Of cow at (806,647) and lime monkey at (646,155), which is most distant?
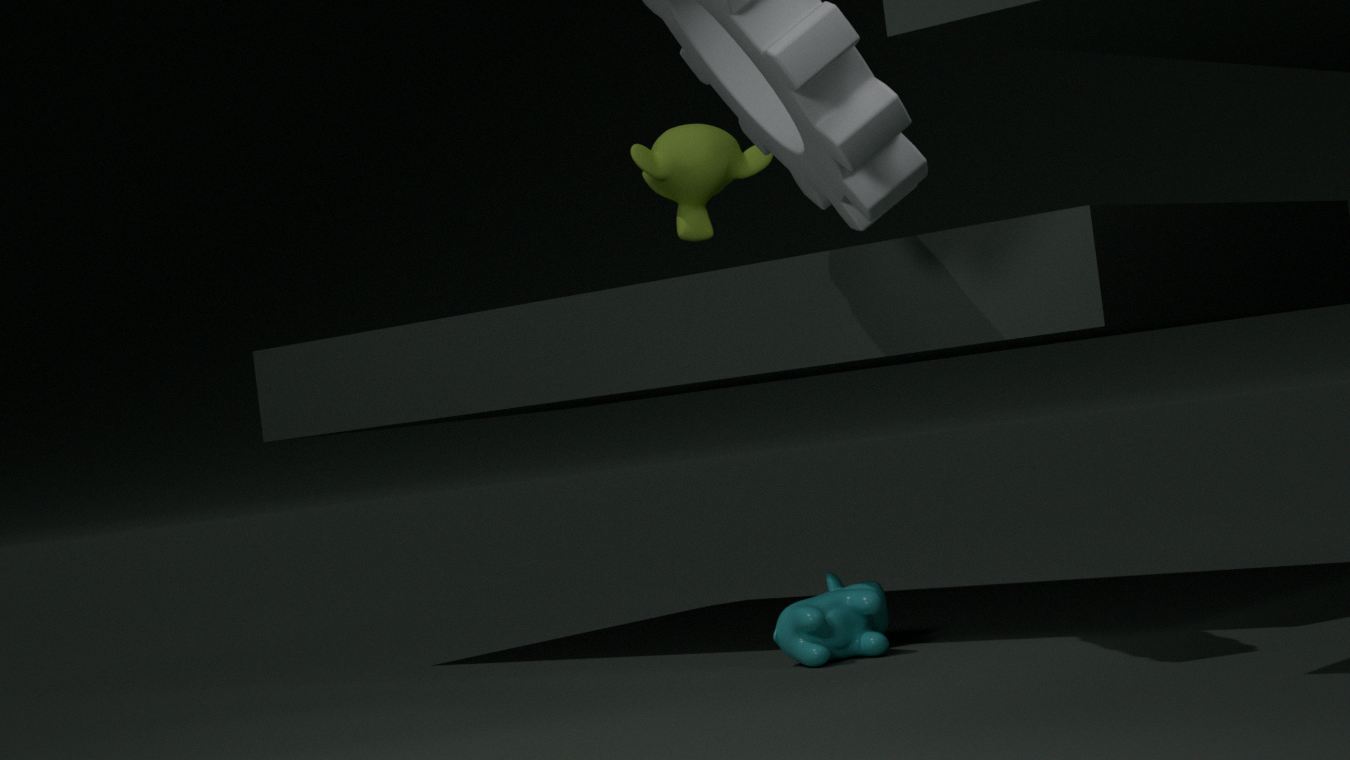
lime monkey at (646,155)
